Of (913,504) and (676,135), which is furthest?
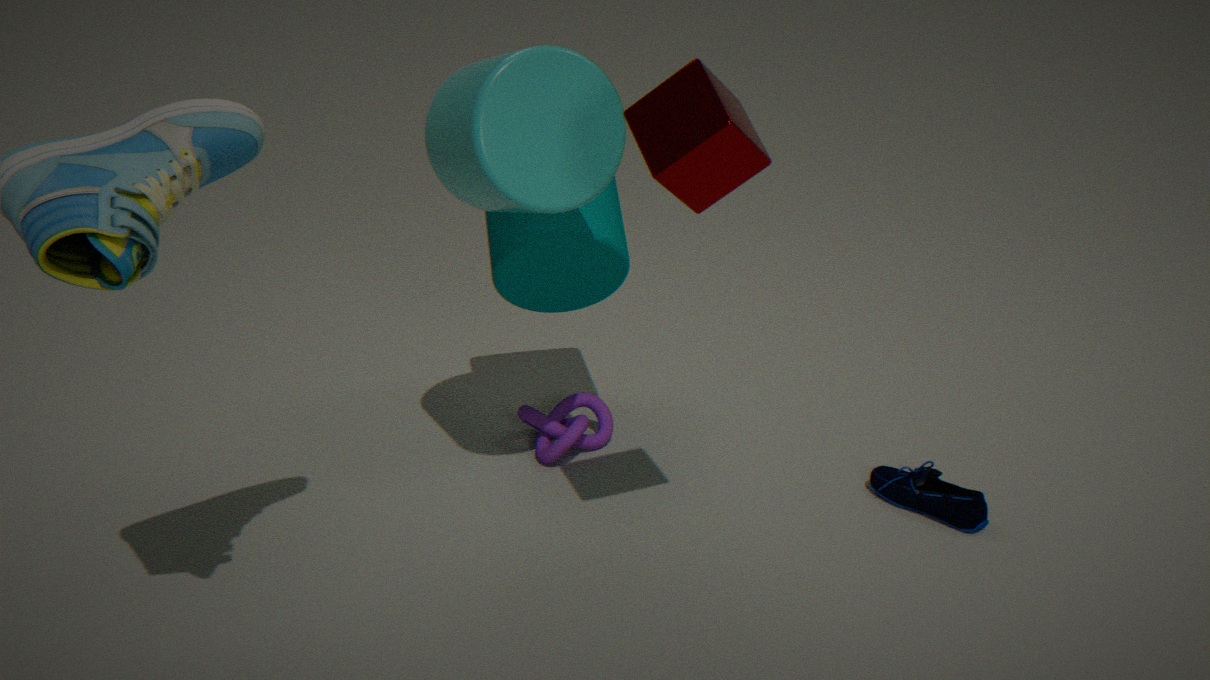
(913,504)
